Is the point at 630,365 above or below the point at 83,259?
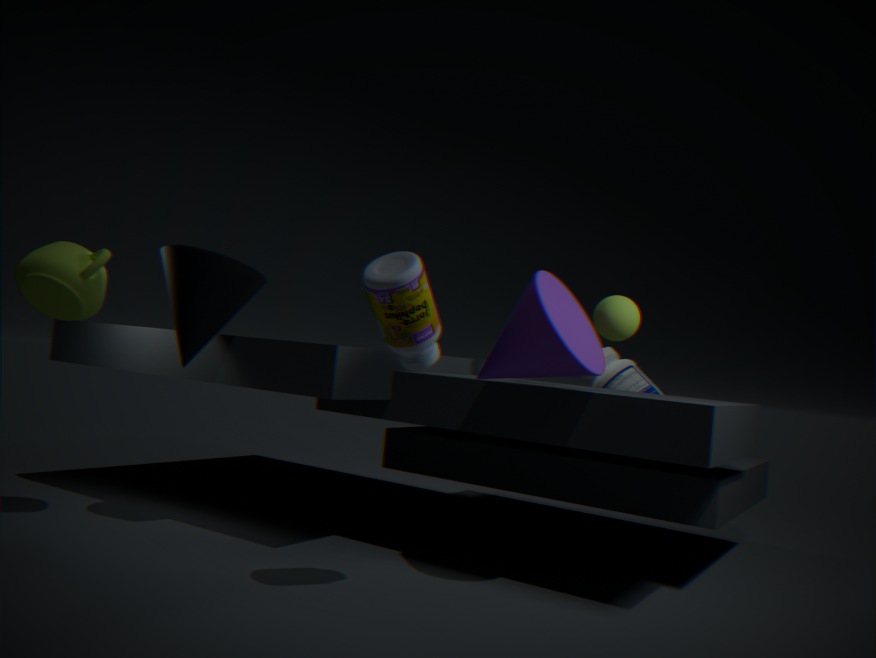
below
